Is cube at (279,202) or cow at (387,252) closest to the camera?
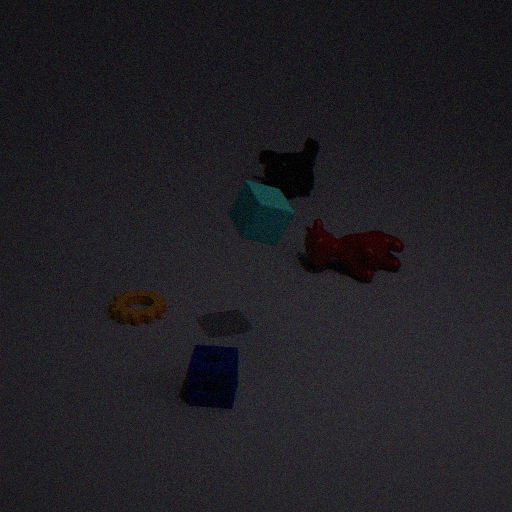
cube at (279,202)
